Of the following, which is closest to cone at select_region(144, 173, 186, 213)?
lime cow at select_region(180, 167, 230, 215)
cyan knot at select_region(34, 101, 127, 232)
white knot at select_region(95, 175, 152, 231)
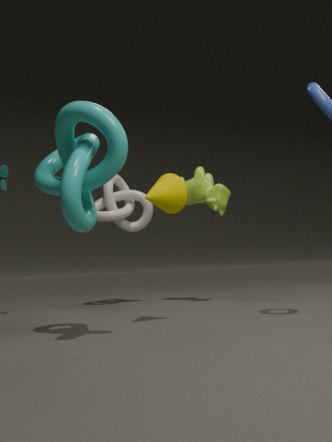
cyan knot at select_region(34, 101, 127, 232)
